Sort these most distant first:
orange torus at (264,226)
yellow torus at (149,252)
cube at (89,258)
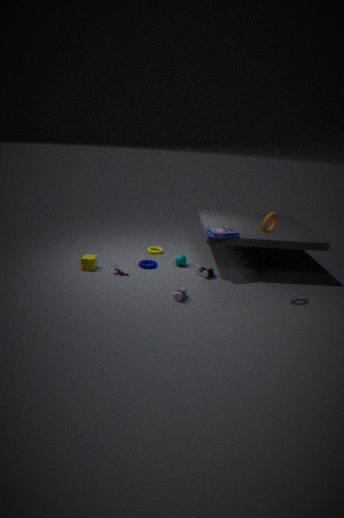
yellow torus at (149,252) < cube at (89,258) < orange torus at (264,226)
